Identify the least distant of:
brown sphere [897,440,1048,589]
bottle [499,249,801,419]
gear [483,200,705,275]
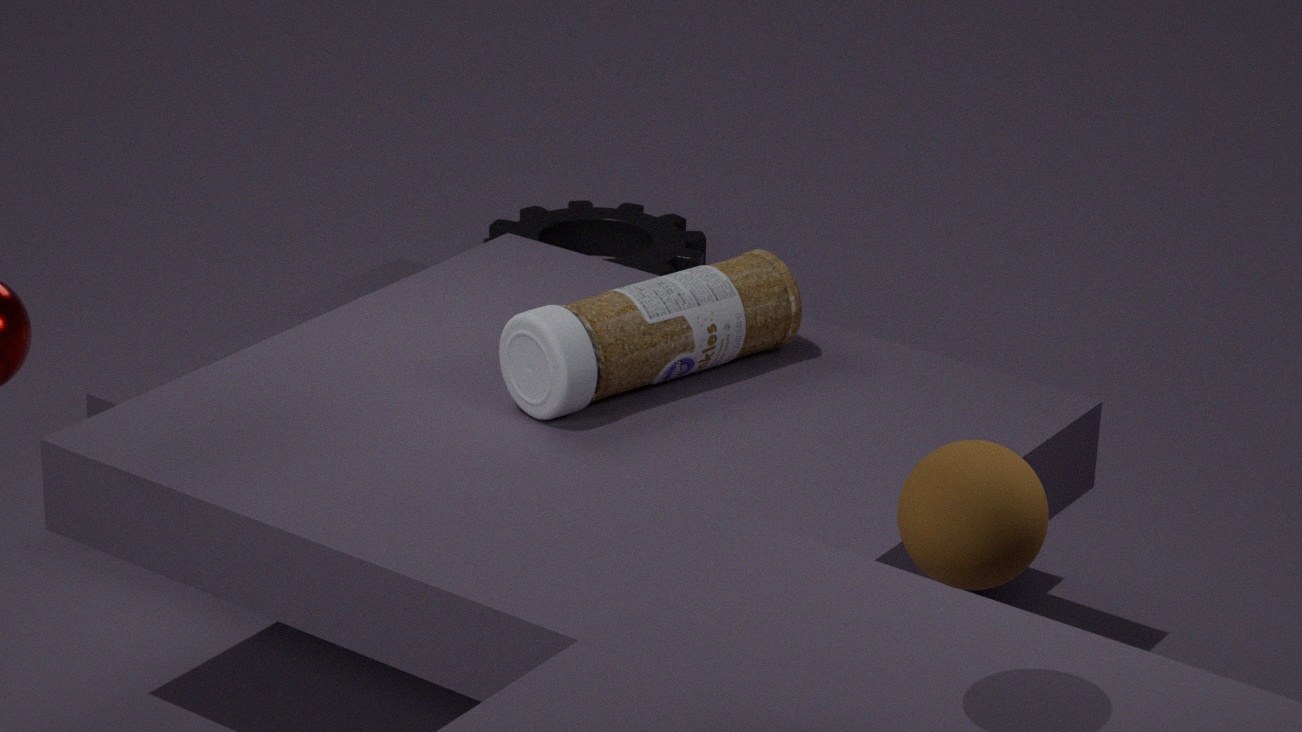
brown sphere [897,440,1048,589]
